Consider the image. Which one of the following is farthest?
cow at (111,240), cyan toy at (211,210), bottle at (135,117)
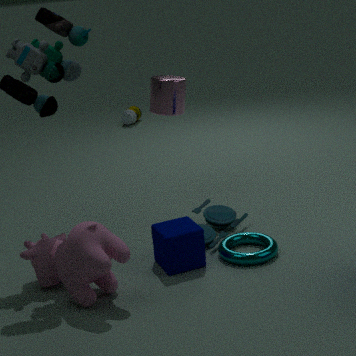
bottle at (135,117)
